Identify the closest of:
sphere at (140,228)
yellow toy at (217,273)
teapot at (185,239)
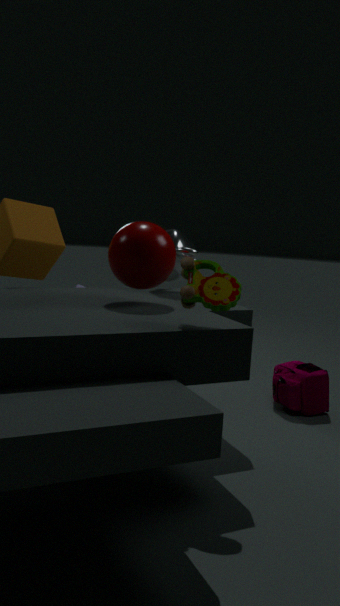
yellow toy at (217,273)
